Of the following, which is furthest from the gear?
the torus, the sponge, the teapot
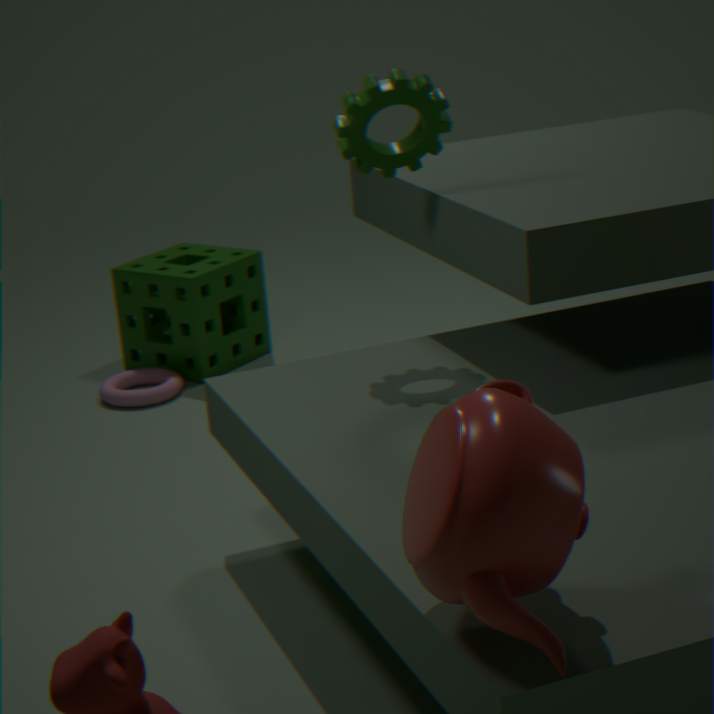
the torus
